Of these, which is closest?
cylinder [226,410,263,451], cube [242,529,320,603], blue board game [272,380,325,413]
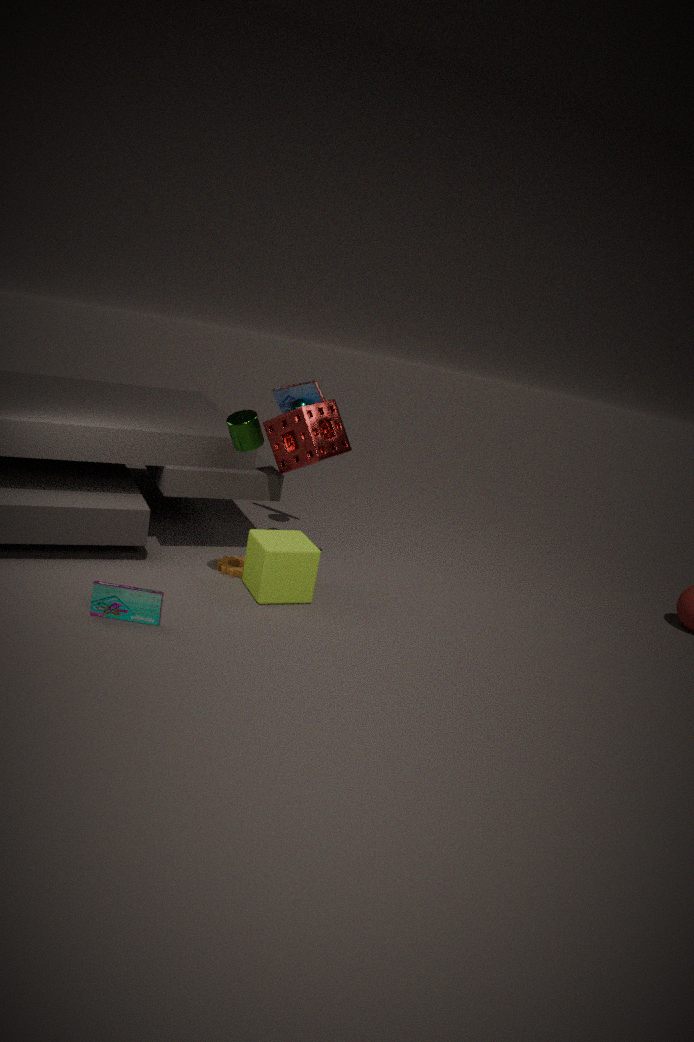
cylinder [226,410,263,451]
